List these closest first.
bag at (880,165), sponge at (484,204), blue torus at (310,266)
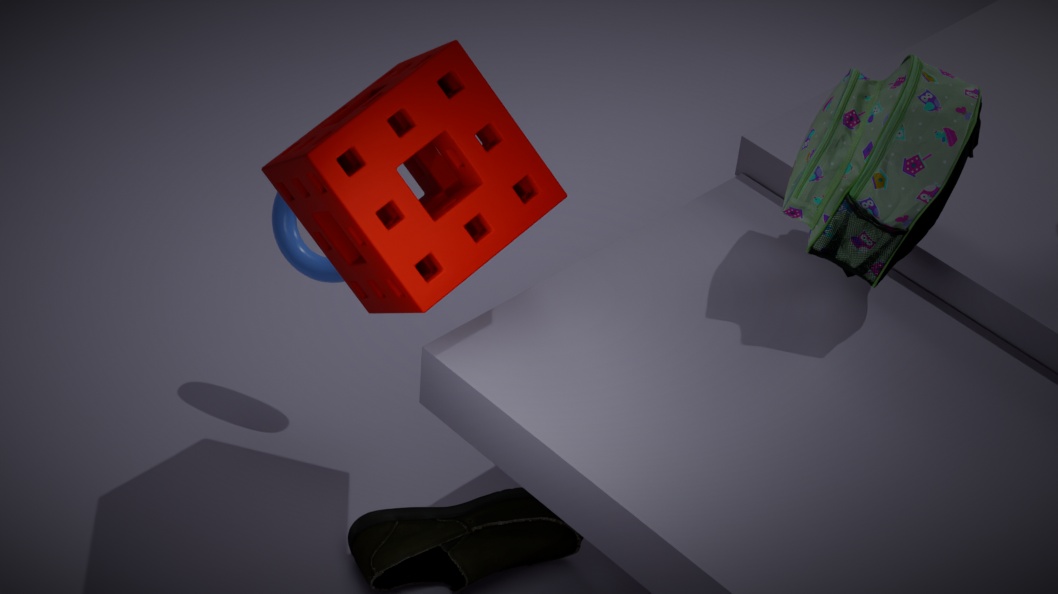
sponge at (484,204) → bag at (880,165) → blue torus at (310,266)
